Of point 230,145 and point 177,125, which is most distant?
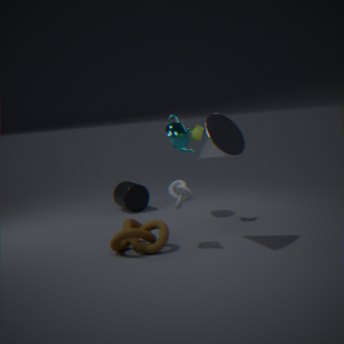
point 177,125
